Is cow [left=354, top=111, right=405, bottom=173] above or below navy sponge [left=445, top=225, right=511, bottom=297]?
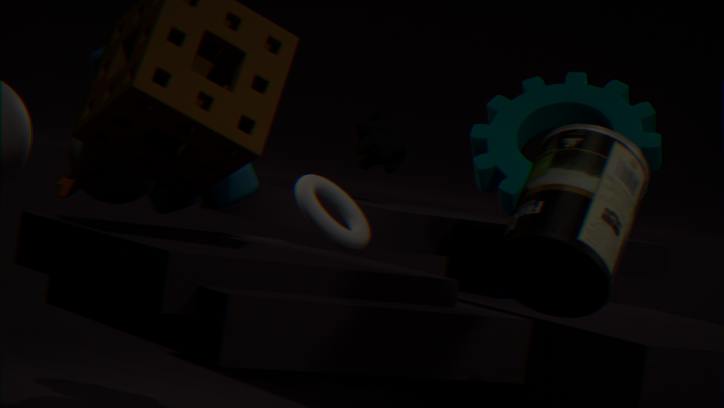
above
